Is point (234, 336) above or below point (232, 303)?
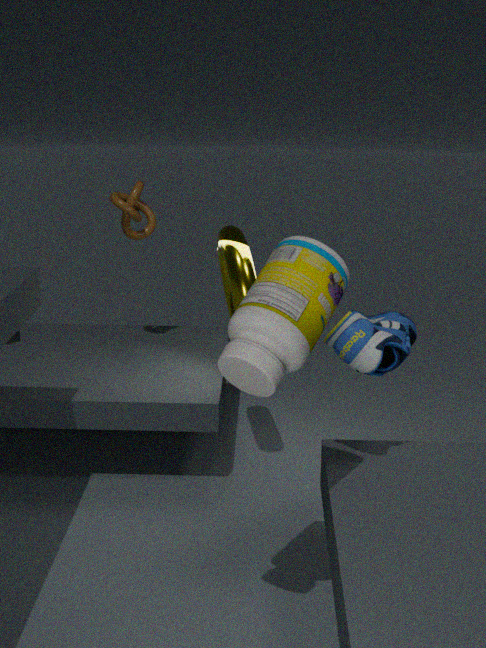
above
